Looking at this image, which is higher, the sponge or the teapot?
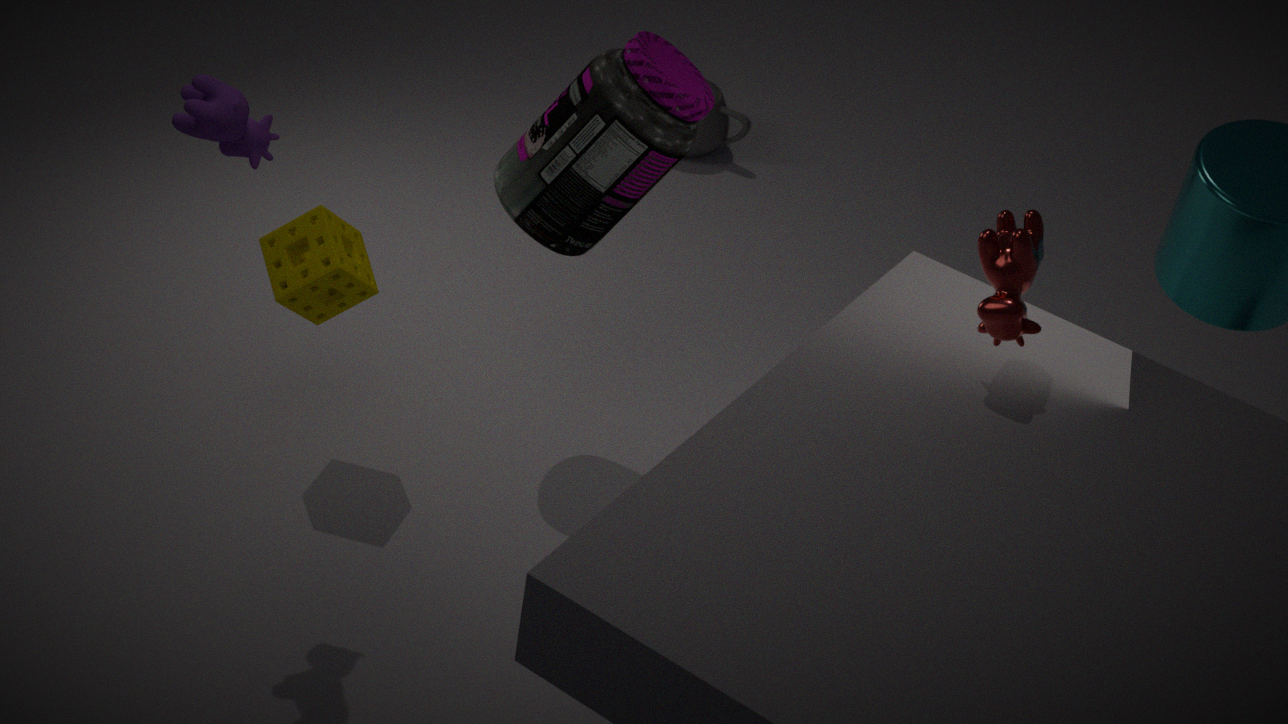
the sponge
